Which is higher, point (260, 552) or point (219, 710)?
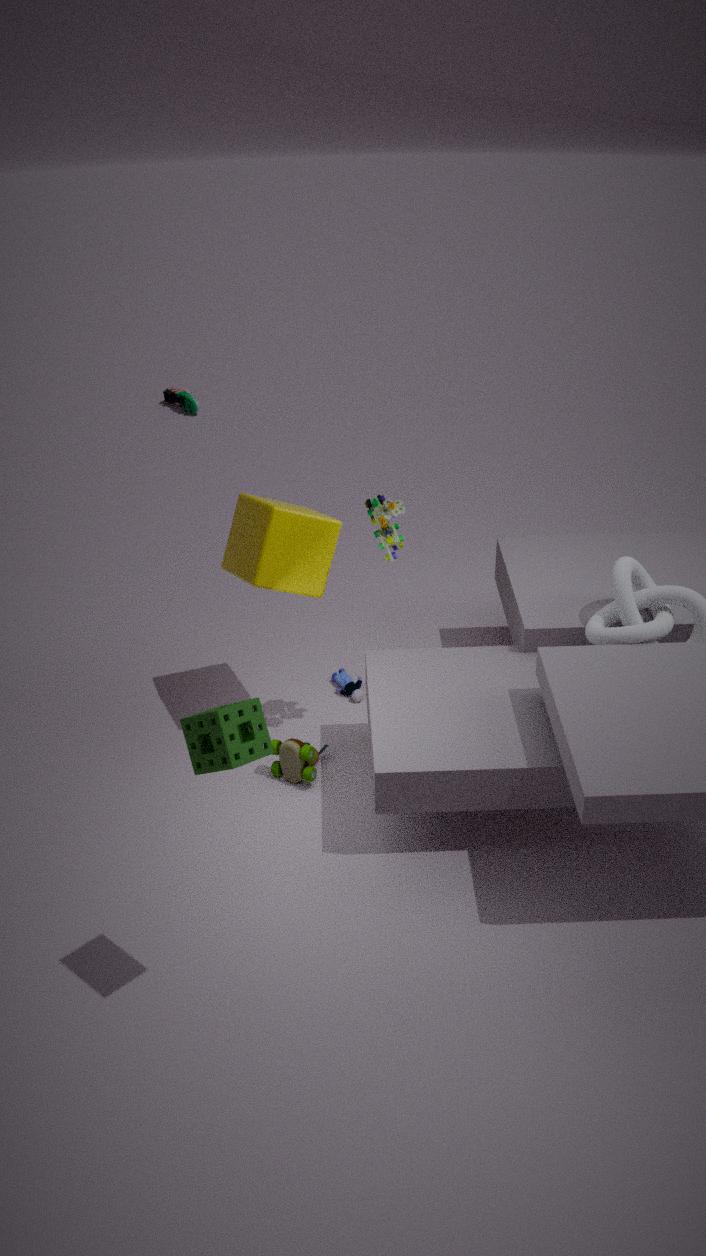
point (219, 710)
